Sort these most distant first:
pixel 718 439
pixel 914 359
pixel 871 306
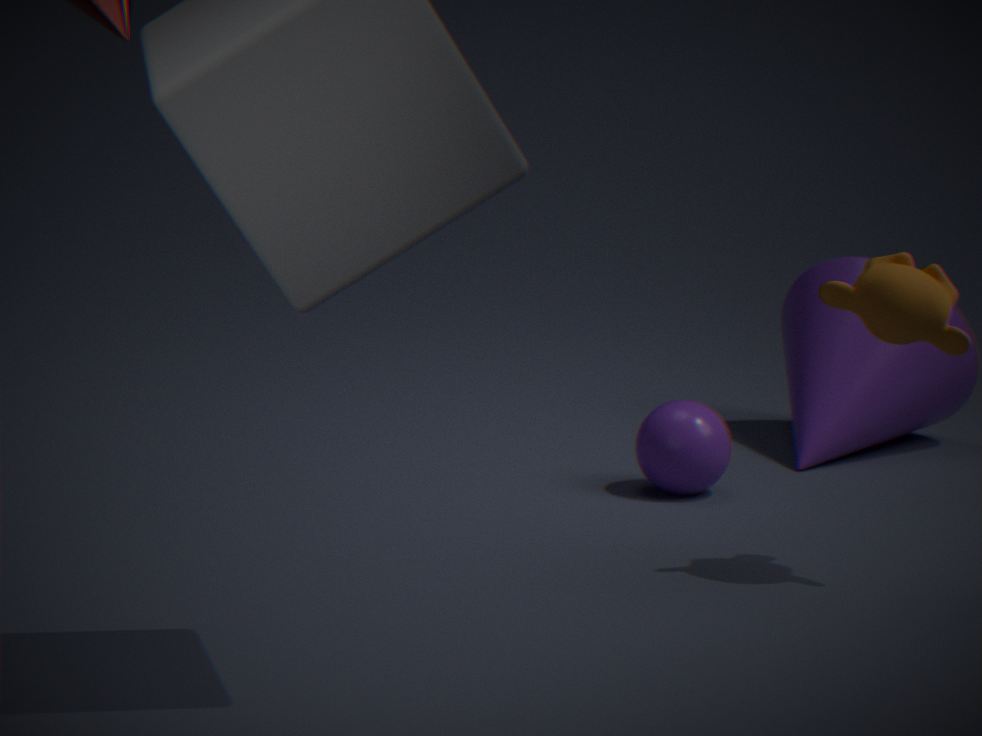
1. pixel 914 359
2. pixel 718 439
3. pixel 871 306
